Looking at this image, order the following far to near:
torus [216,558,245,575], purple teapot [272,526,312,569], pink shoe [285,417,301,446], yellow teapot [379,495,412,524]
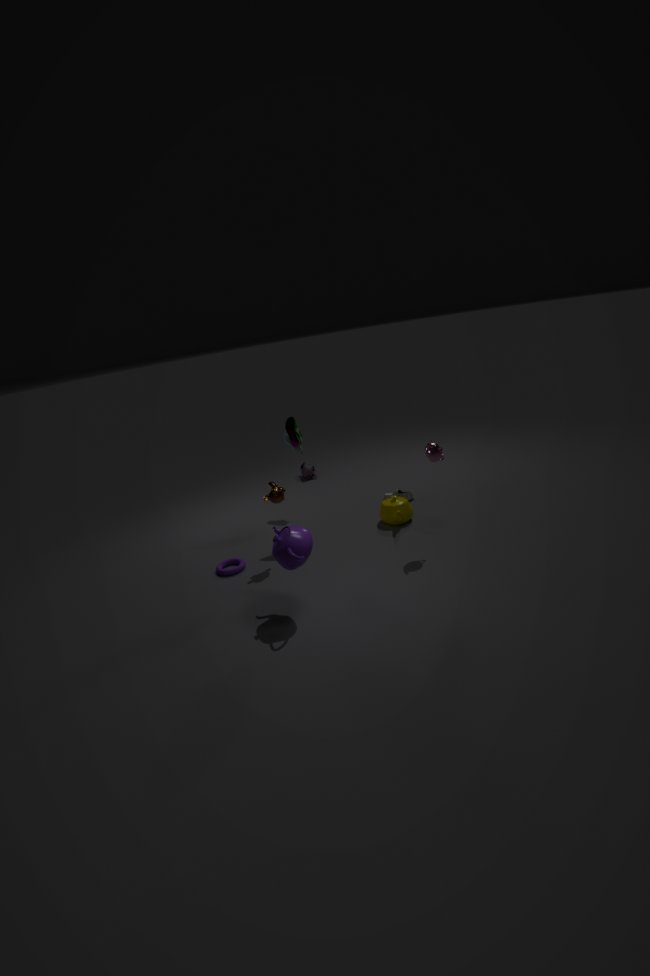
1. yellow teapot [379,495,412,524]
2. pink shoe [285,417,301,446]
3. torus [216,558,245,575]
4. purple teapot [272,526,312,569]
